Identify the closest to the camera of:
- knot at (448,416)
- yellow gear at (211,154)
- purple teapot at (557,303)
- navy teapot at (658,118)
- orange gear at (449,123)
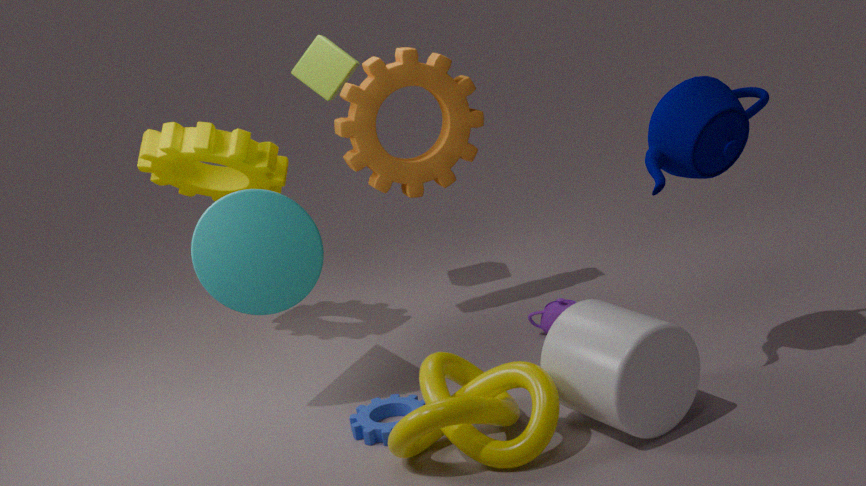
knot at (448,416)
